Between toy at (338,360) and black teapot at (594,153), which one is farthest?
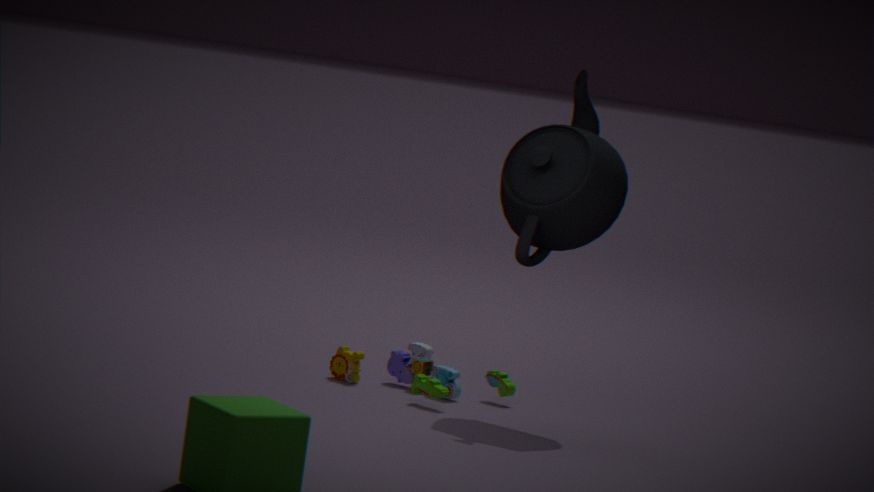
toy at (338,360)
